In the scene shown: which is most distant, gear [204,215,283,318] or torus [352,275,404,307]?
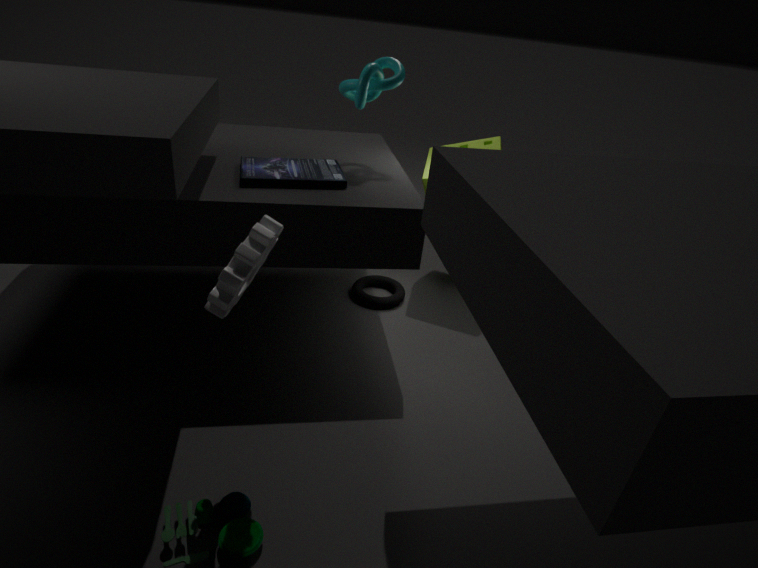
torus [352,275,404,307]
